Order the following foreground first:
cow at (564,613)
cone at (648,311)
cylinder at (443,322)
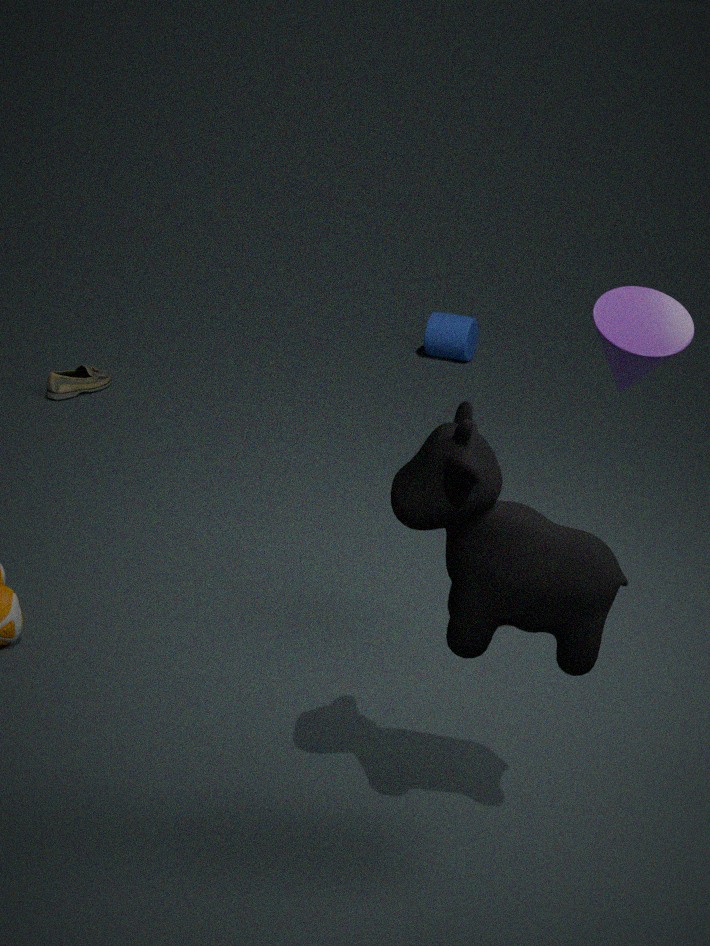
cow at (564,613) < cone at (648,311) < cylinder at (443,322)
